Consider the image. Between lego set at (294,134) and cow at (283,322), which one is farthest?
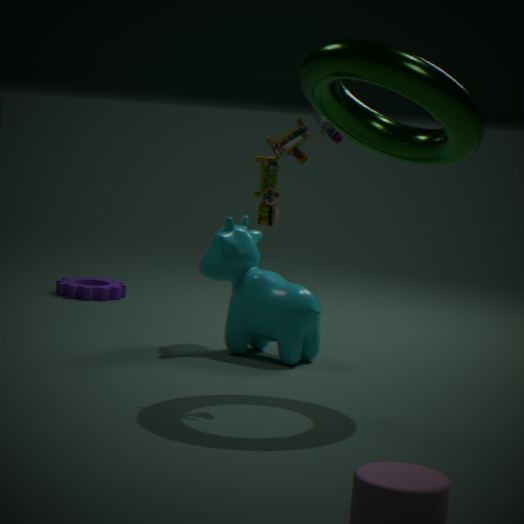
cow at (283,322)
